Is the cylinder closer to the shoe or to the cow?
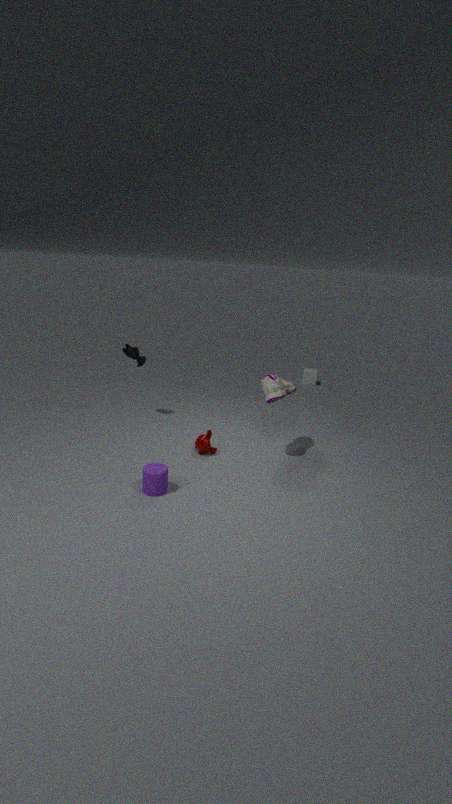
the shoe
